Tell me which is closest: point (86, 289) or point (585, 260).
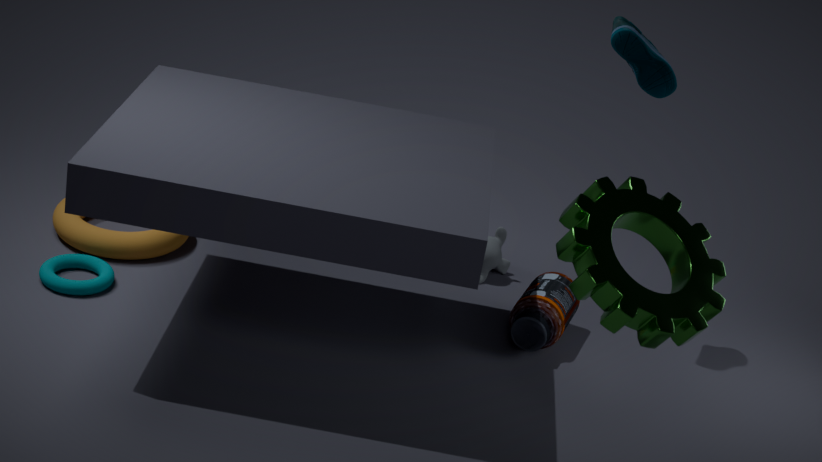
point (585, 260)
